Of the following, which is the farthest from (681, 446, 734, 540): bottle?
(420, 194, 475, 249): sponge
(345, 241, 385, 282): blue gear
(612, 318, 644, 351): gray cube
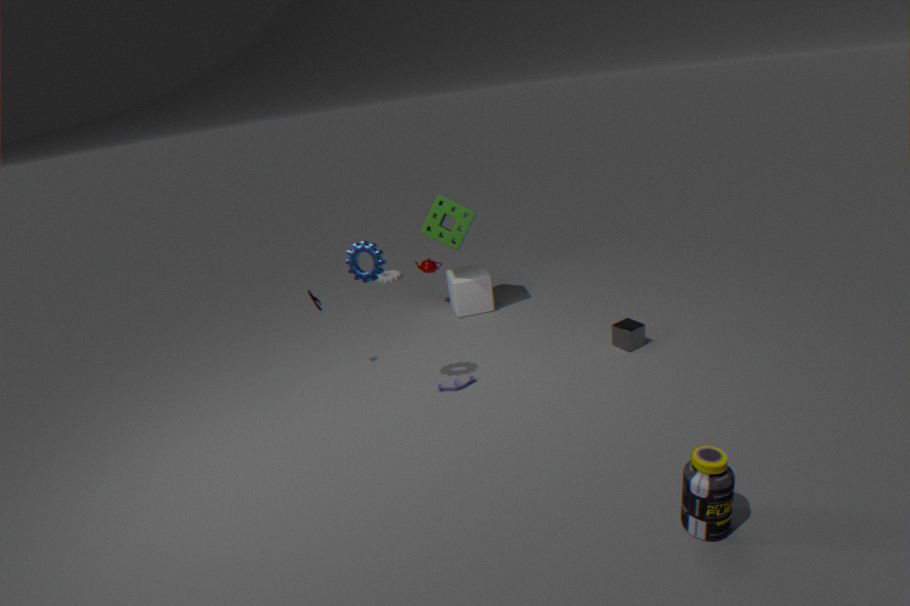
(420, 194, 475, 249): sponge
